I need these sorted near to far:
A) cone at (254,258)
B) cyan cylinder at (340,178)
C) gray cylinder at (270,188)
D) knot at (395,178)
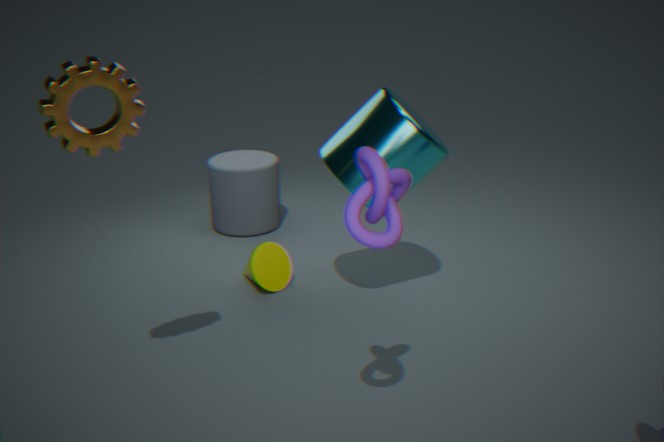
knot at (395,178)
cyan cylinder at (340,178)
cone at (254,258)
gray cylinder at (270,188)
